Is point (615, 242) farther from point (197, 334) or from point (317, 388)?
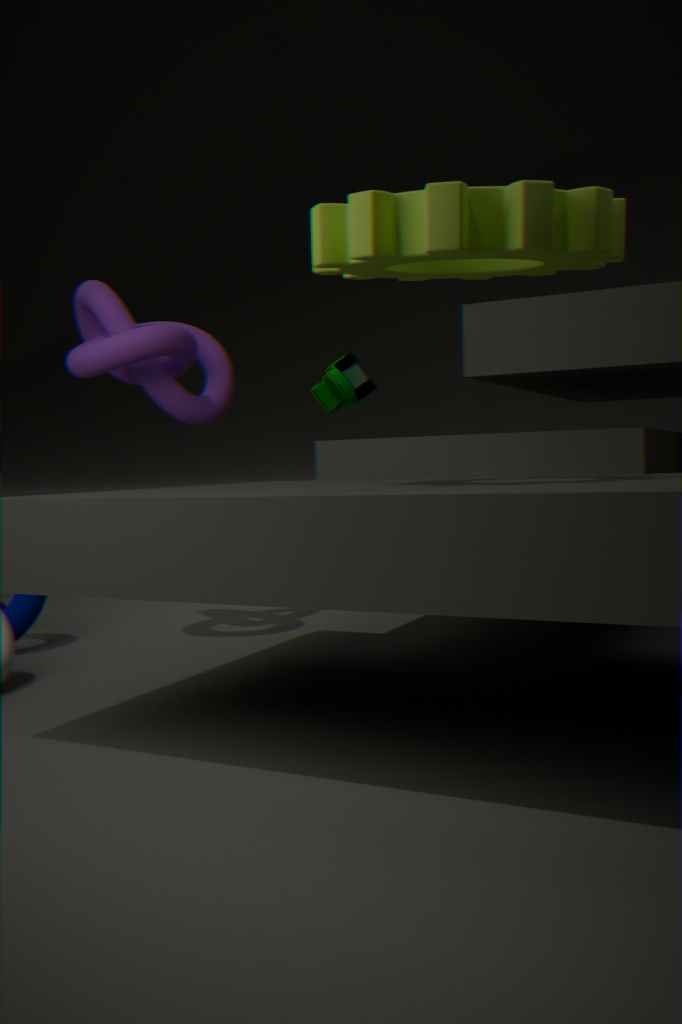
point (317, 388)
